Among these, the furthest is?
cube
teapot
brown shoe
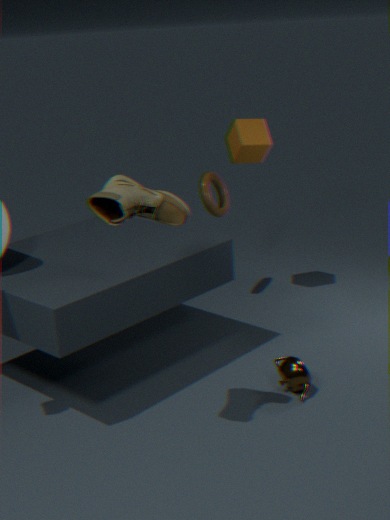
cube
